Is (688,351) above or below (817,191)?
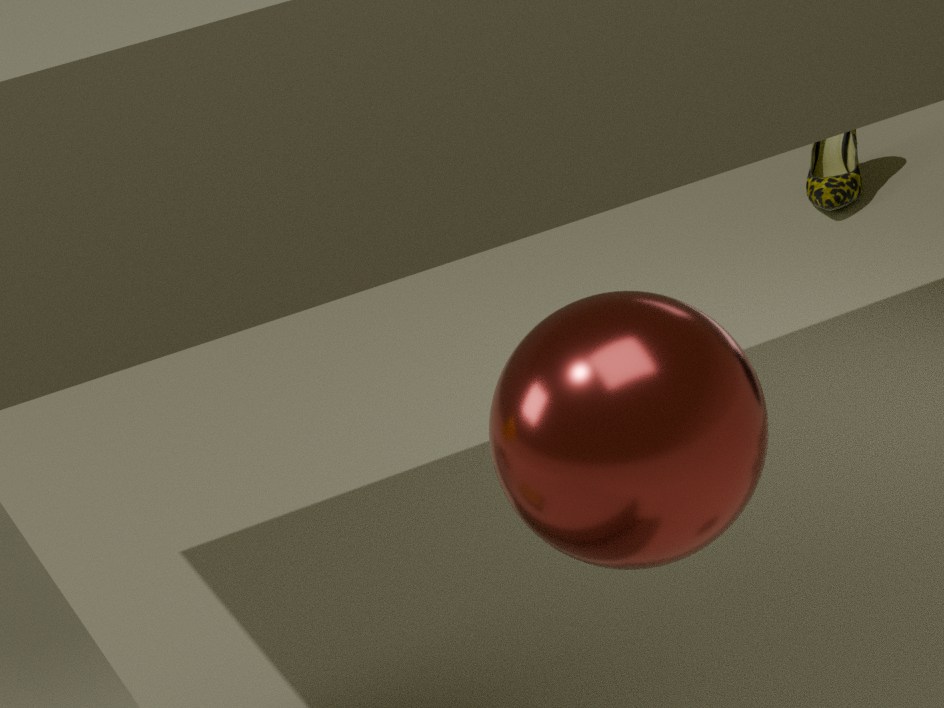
above
